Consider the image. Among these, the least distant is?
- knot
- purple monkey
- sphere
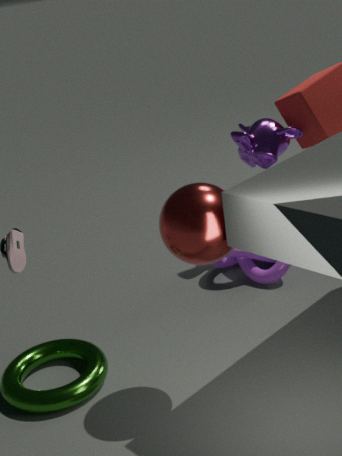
sphere
